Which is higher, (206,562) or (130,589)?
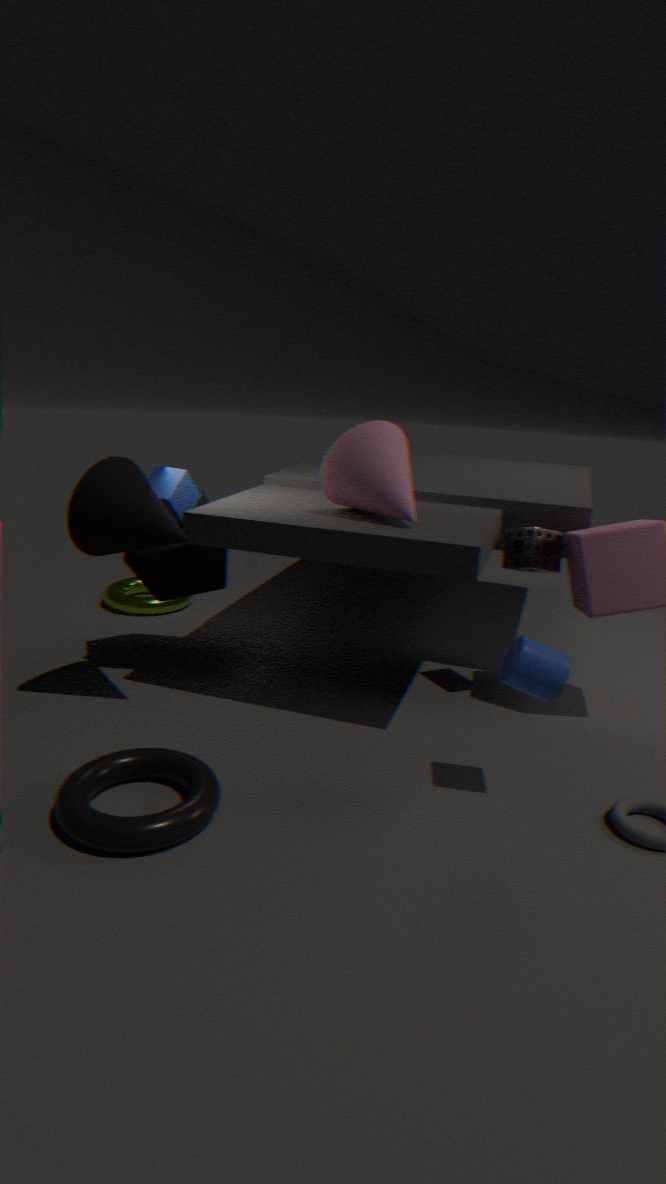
(206,562)
